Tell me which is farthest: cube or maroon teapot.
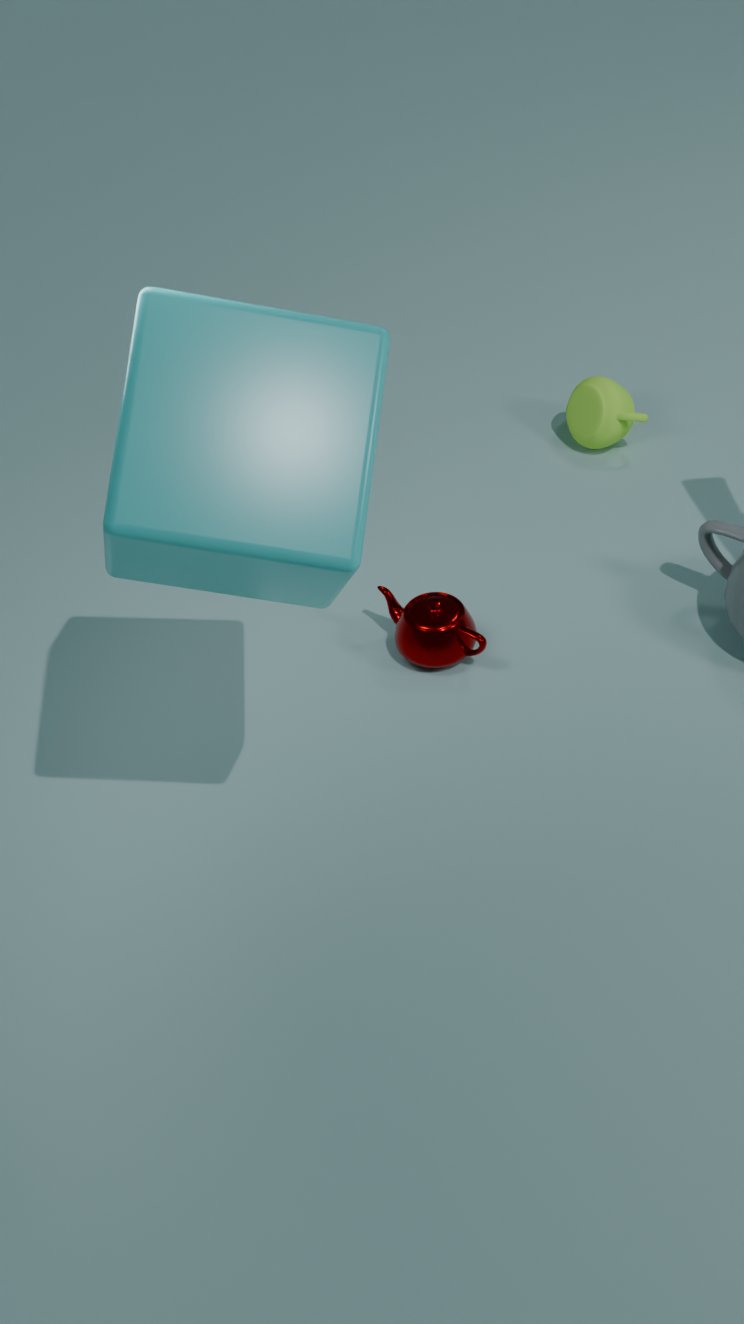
maroon teapot
